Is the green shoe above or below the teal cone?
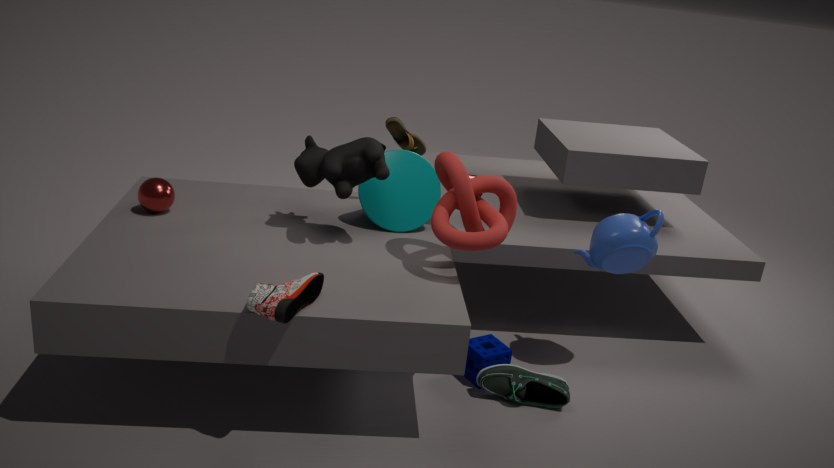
below
